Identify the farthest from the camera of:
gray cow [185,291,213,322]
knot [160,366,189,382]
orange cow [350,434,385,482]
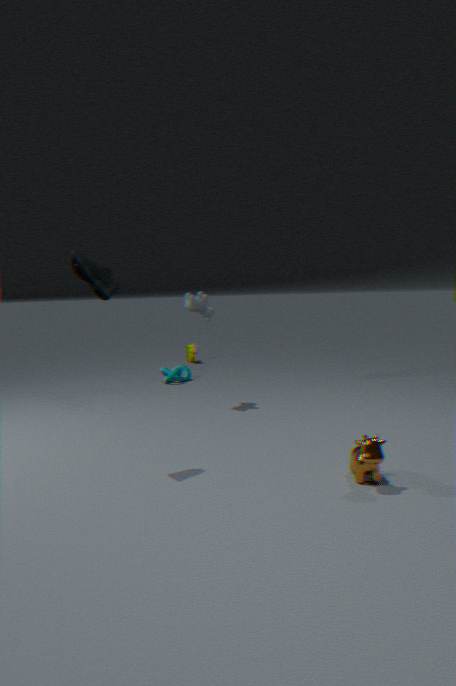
knot [160,366,189,382]
